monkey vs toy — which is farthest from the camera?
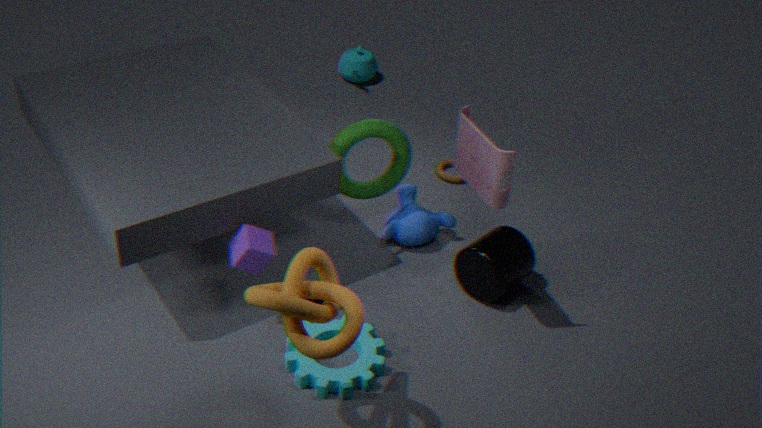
monkey
